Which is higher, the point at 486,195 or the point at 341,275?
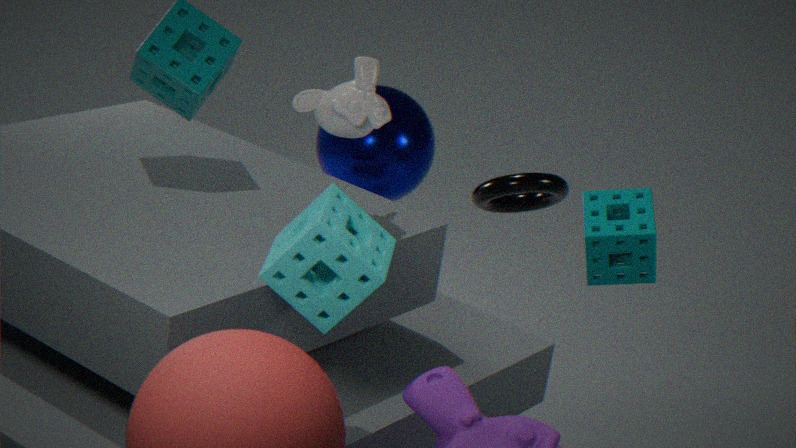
the point at 341,275
